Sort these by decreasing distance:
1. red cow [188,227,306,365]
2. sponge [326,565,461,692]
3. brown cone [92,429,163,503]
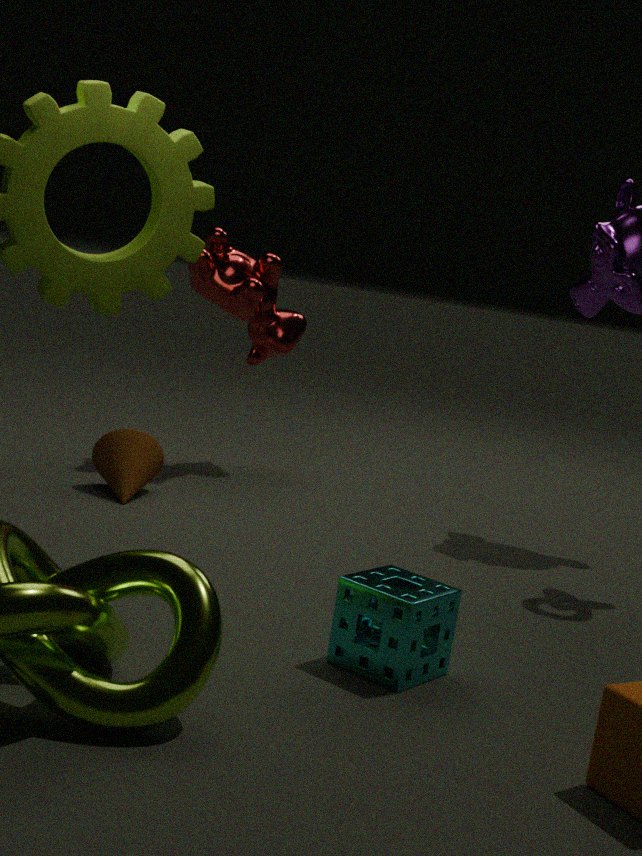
red cow [188,227,306,365] < brown cone [92,429,163,503] < sponge [326,565,461,692]
